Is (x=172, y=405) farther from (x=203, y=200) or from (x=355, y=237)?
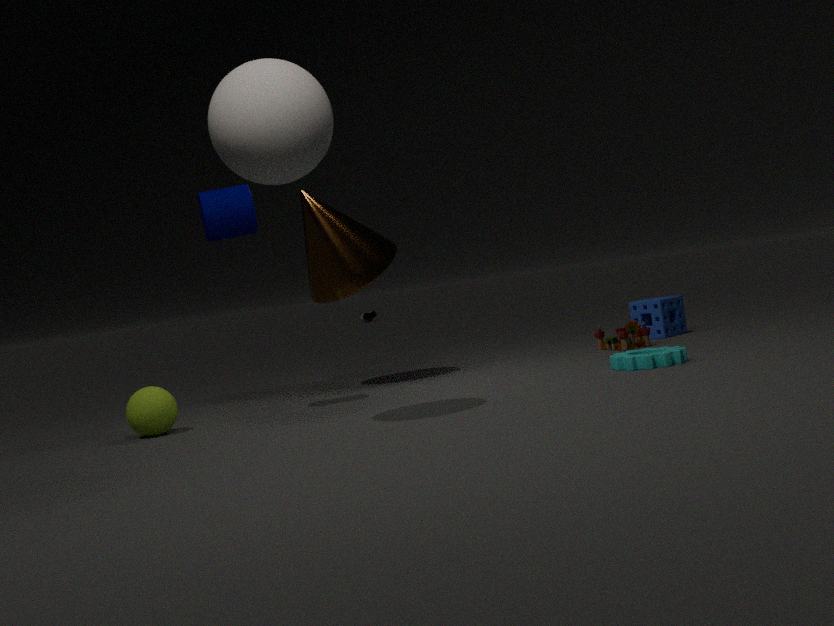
(x=355, y=237)
